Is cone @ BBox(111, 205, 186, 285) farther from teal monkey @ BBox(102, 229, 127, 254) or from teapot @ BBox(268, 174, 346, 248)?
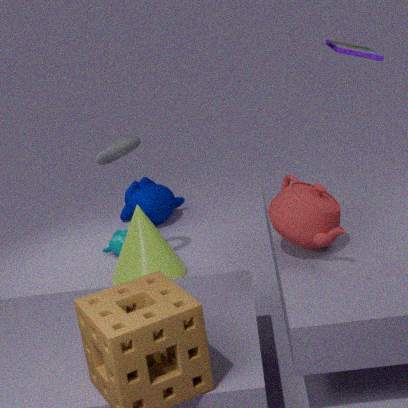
teapot @ BBox(268, 174, 346, 248)
